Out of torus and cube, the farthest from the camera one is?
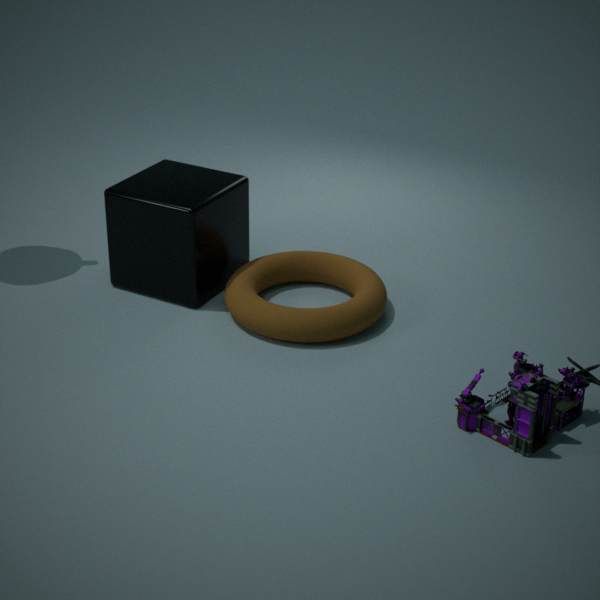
cube
